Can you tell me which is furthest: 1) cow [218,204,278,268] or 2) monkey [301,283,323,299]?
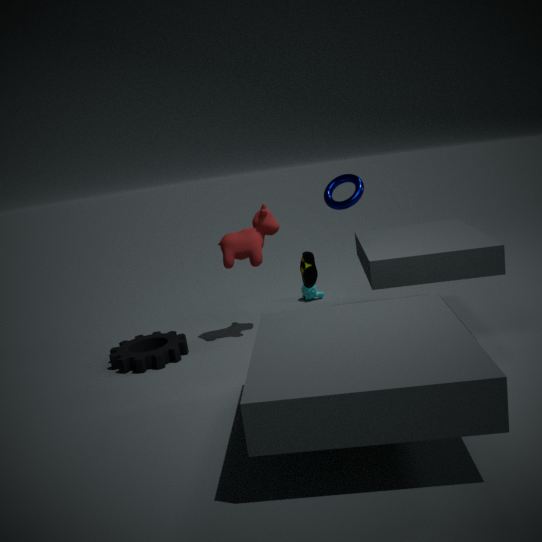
2. monkey [301,283,323,299]
